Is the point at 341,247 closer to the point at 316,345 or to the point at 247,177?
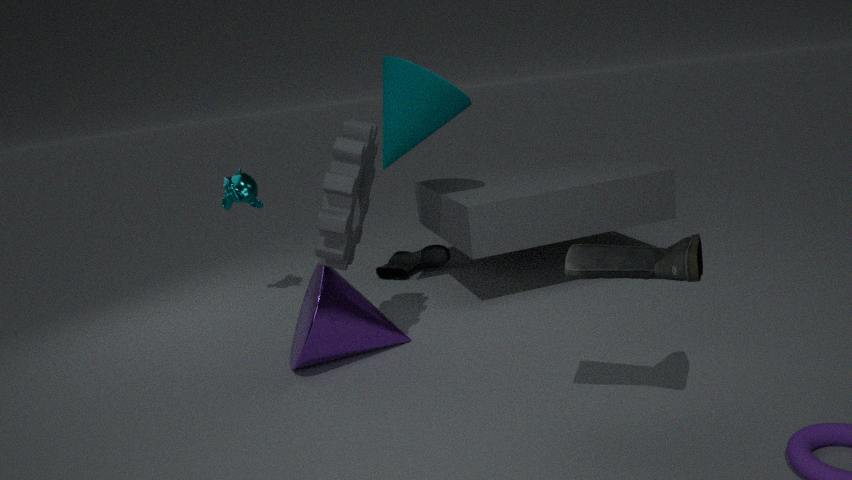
the point at 316,345
